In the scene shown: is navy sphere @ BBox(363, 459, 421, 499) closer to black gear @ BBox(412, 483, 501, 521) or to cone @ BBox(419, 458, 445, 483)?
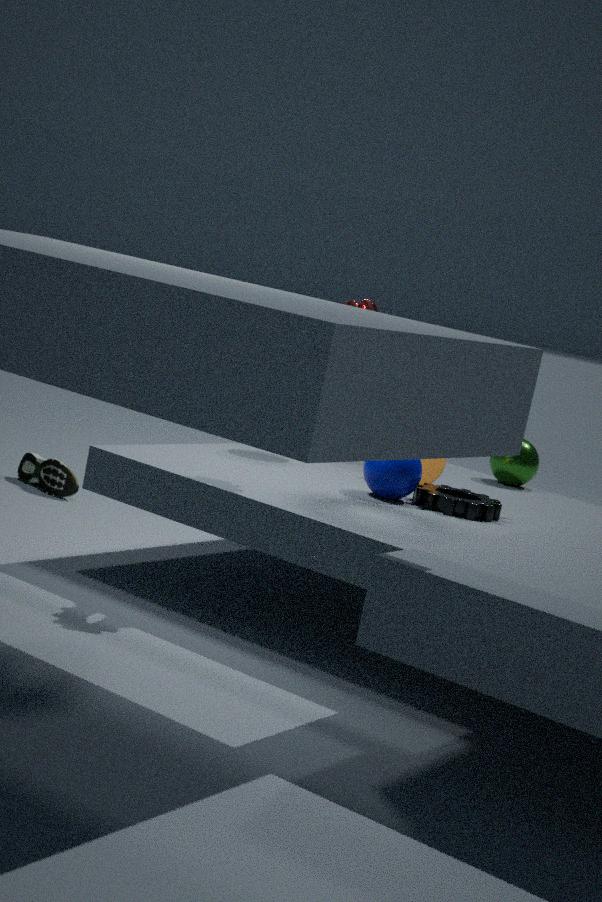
black gear @ BBox(412, 483, 501, 521)
